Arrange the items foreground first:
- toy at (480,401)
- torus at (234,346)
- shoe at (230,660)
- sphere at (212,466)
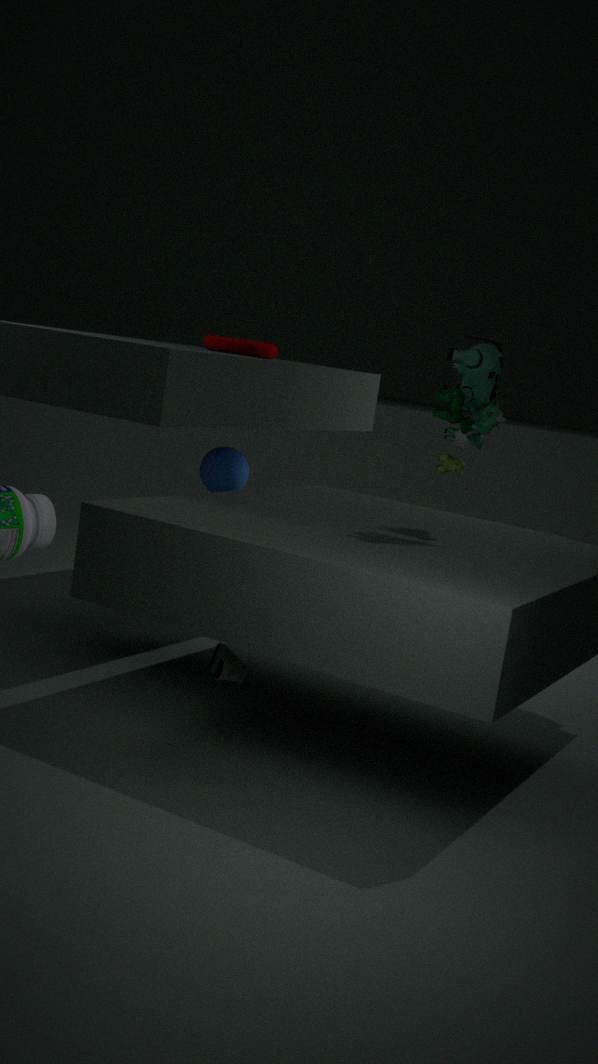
toy at (480,401)
shoe at (230,660)
torus at (234,346)
sphere at (212,466)
